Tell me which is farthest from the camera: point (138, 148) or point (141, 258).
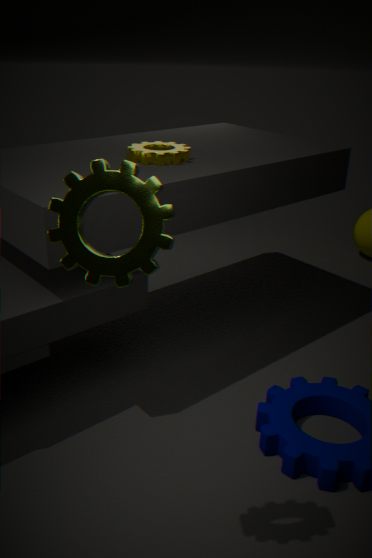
point (138, 148)
